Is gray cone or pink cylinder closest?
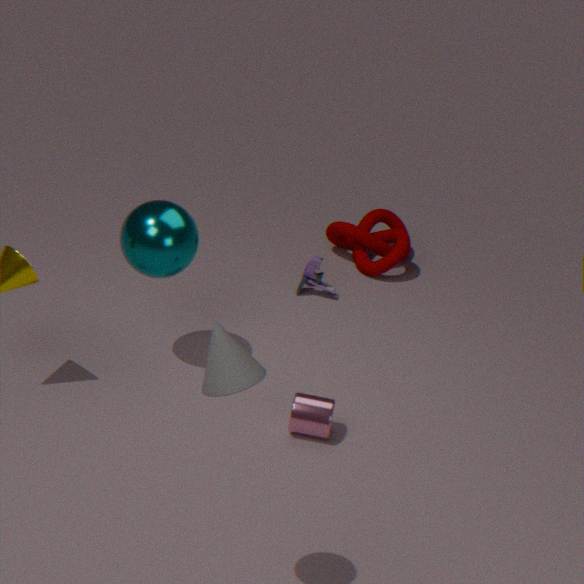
gray cone
